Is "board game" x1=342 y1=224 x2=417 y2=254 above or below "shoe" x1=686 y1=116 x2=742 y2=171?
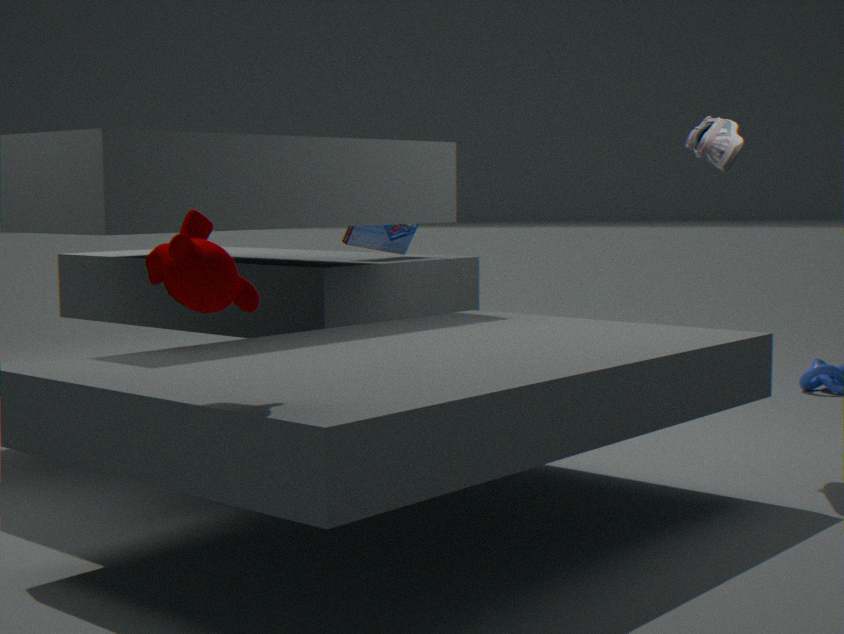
below
